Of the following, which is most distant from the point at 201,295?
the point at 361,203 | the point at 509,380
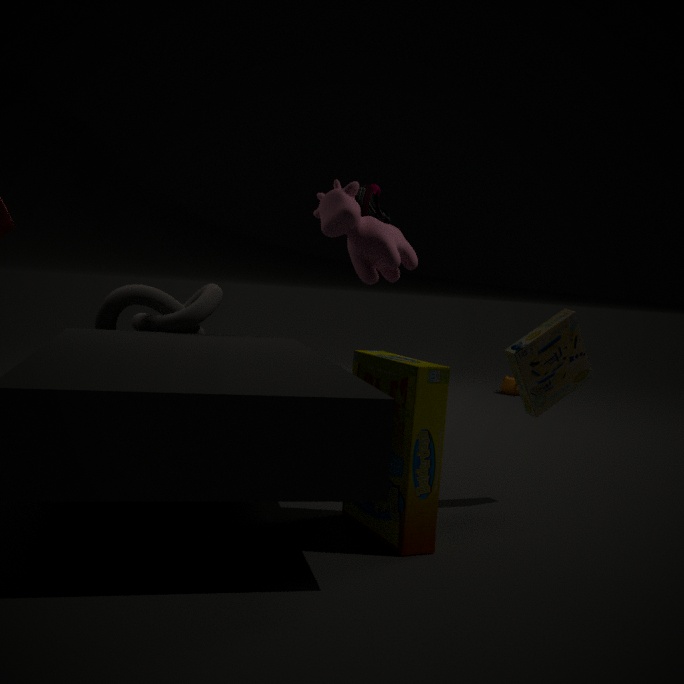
the point at 509,380
